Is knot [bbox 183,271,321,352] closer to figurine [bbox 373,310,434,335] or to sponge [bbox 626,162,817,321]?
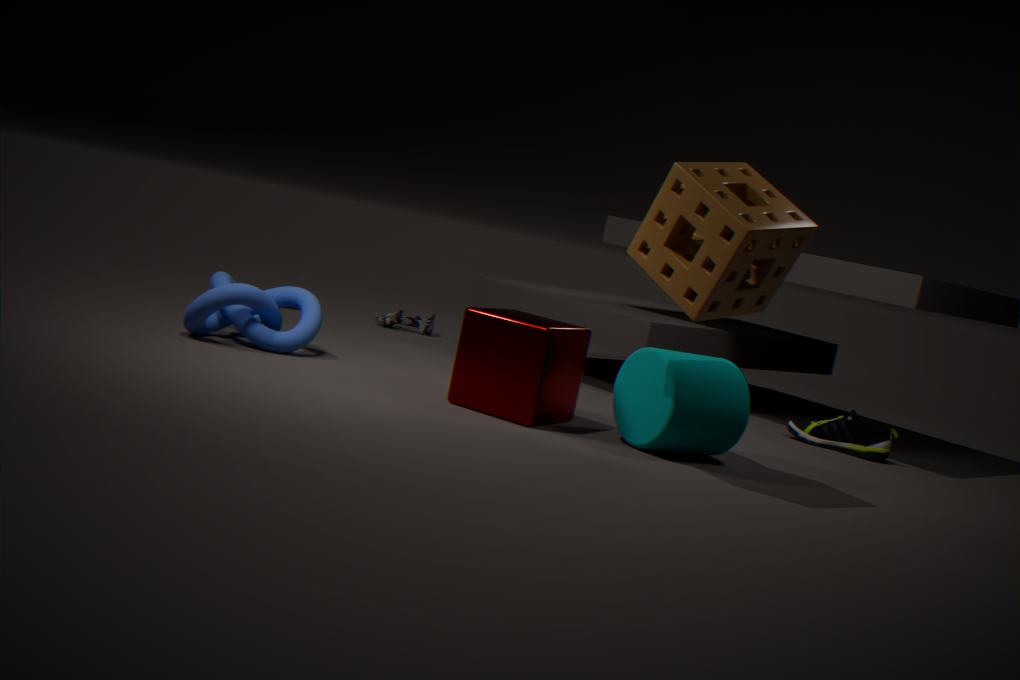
figurine [bbox 373,310,434,335]
